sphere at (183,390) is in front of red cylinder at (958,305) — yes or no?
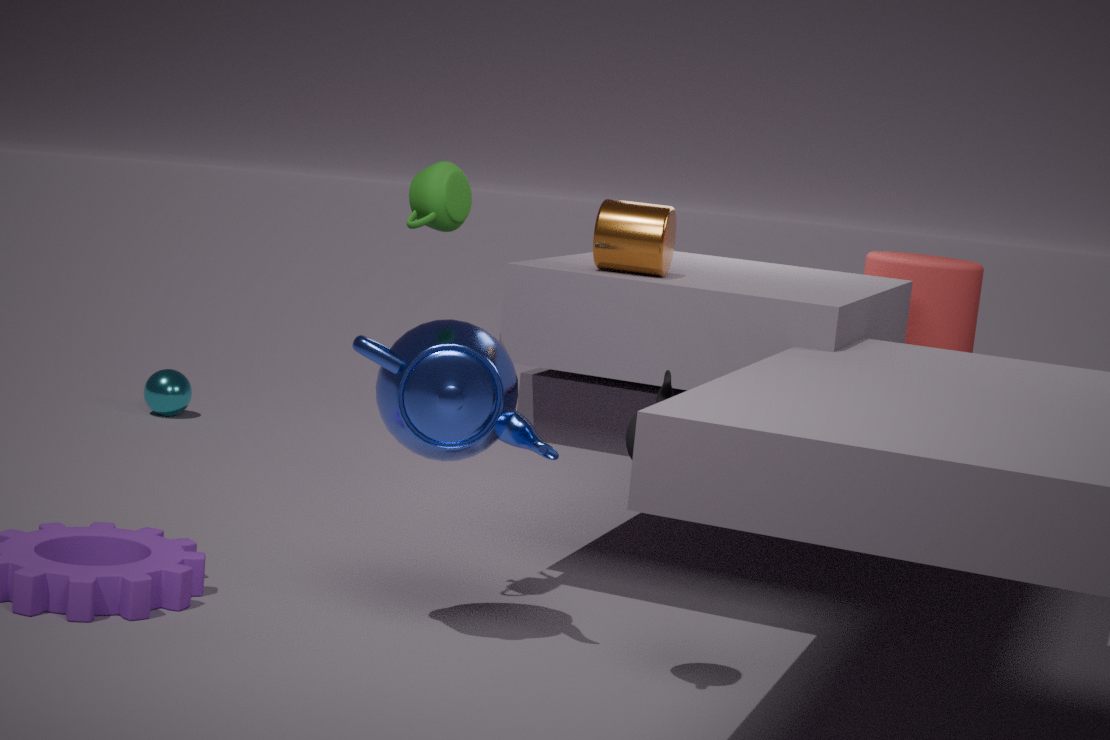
No
